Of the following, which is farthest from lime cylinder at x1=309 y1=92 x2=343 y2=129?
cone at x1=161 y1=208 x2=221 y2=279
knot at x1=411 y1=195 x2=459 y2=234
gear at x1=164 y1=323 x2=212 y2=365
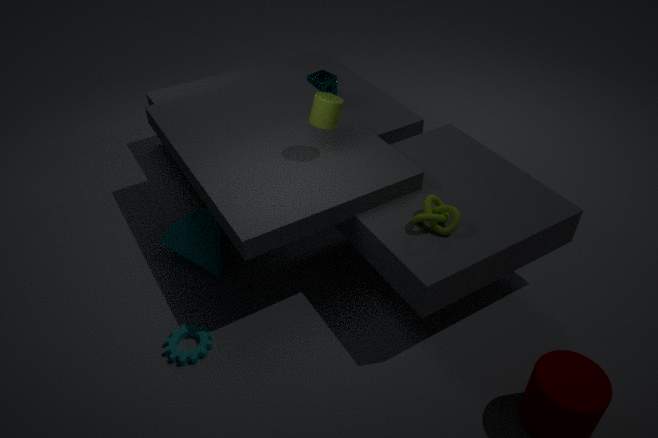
gear at x1=164 y1=323 x2=212 y2=365
